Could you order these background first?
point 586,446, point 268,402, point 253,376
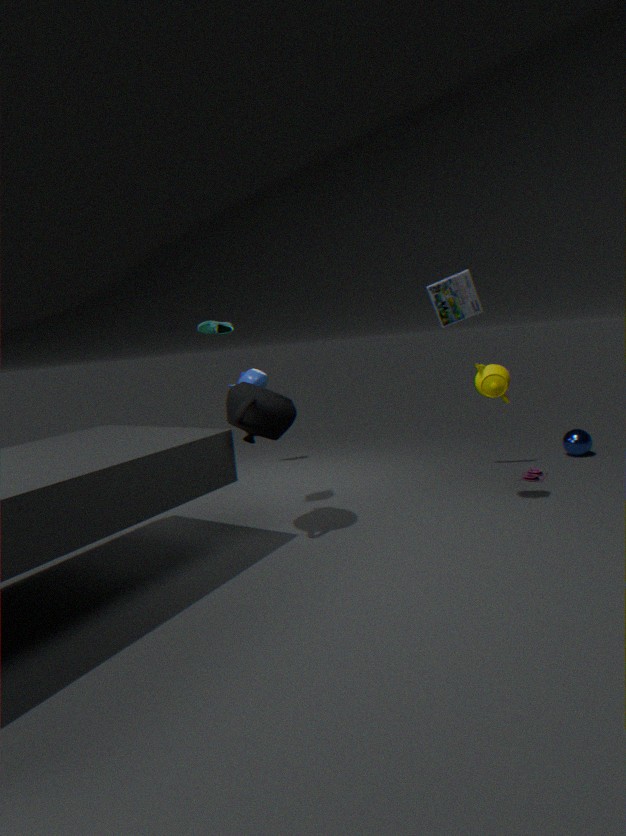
point 586,446 → point 253,376 → point 268,402
